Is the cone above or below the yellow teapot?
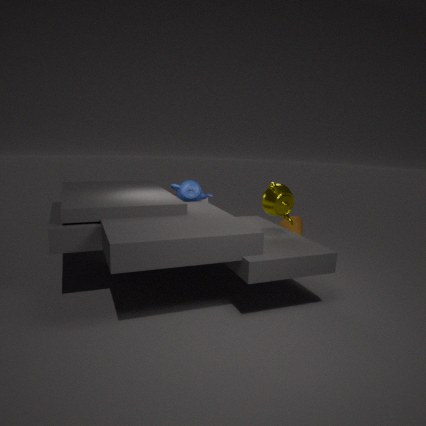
below
